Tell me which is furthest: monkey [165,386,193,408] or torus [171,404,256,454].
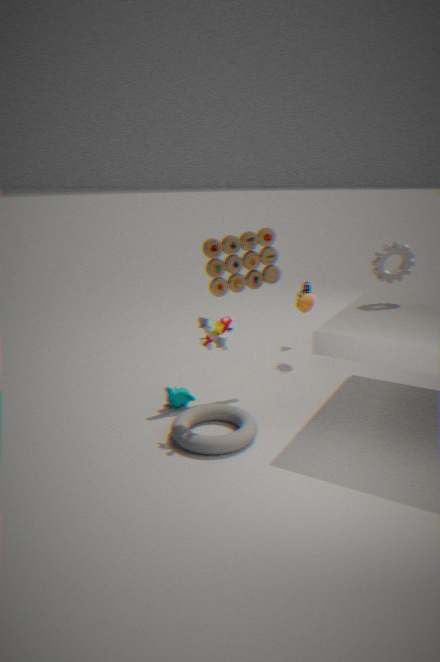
Answer: monkey [165,386,193,408]
